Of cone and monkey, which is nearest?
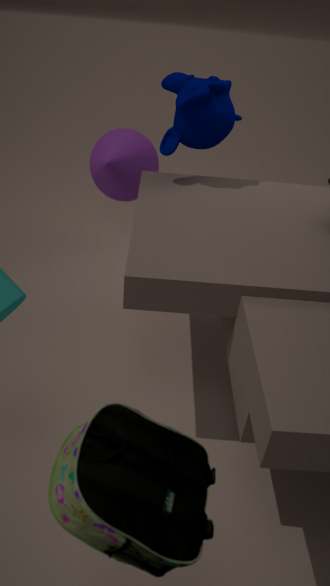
monkey
